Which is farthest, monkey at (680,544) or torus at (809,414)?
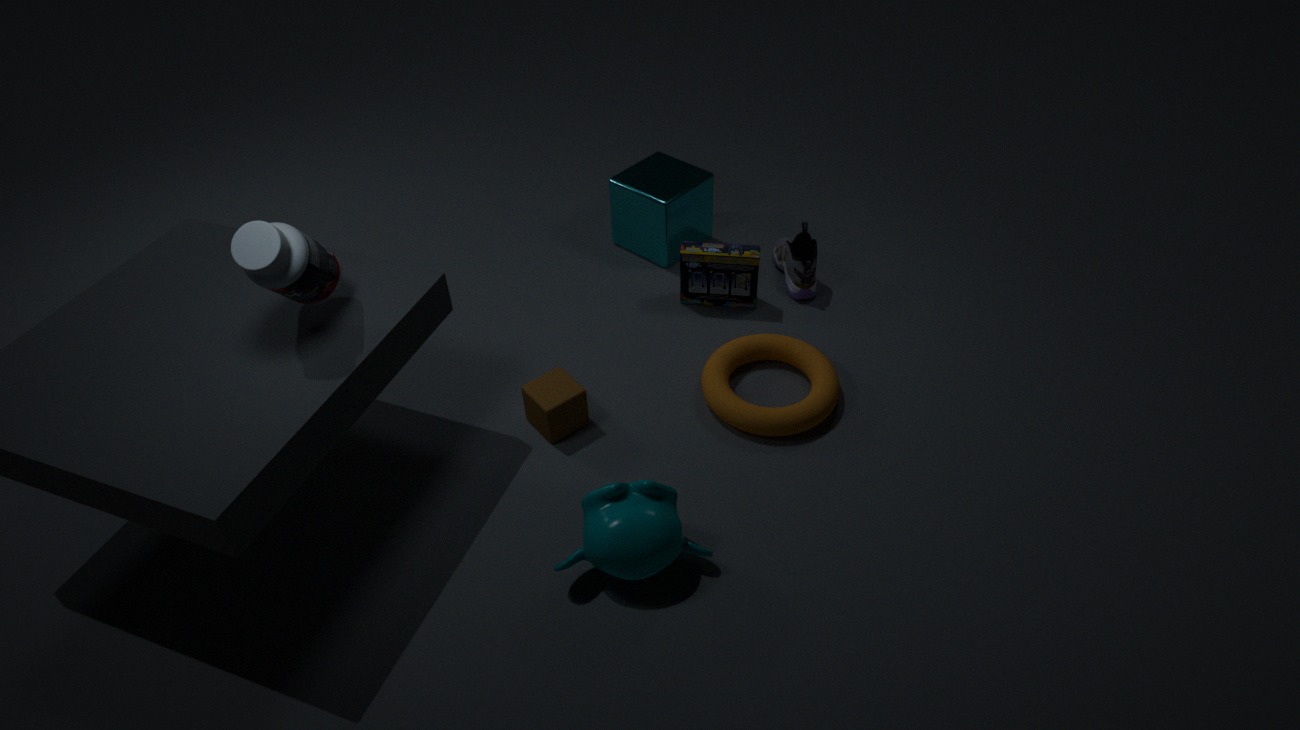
torus at (809,414)
